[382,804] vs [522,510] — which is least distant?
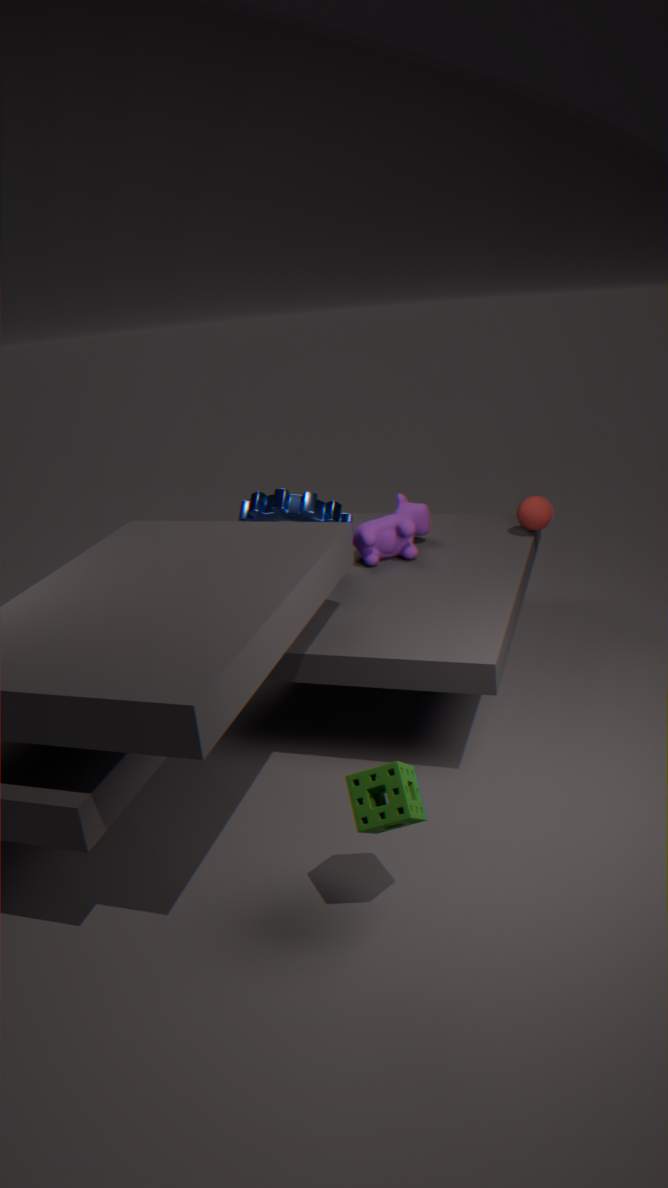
[382,804]
